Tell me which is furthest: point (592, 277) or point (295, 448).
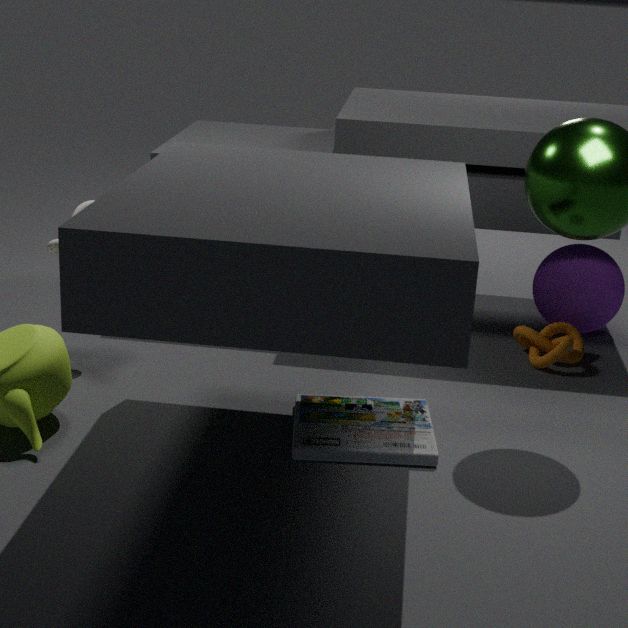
point (592, 277)
